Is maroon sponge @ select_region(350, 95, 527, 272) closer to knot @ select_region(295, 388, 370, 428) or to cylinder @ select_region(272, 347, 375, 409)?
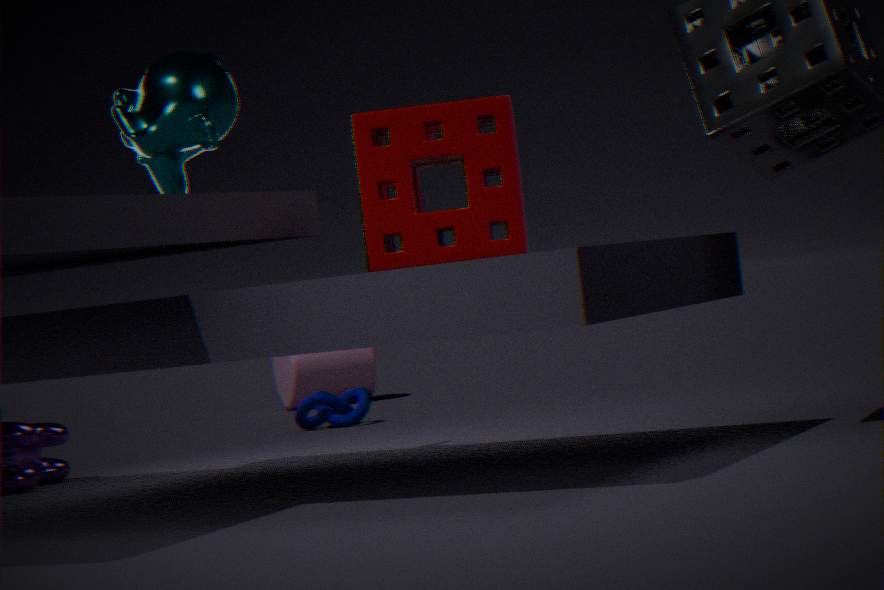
knot @ select_region(295, 388, 370, 428)
